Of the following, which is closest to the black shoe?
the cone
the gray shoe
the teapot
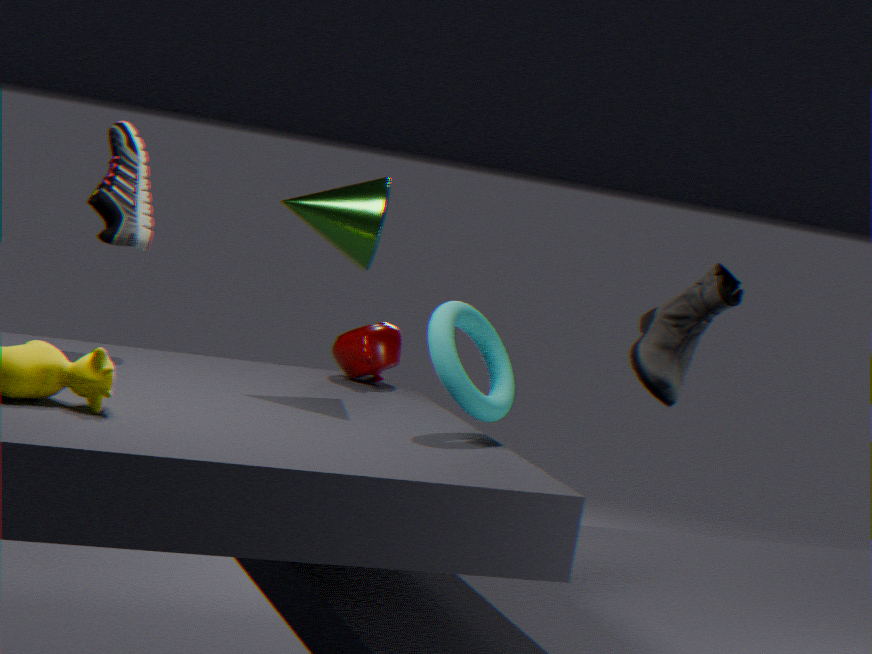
the cone
